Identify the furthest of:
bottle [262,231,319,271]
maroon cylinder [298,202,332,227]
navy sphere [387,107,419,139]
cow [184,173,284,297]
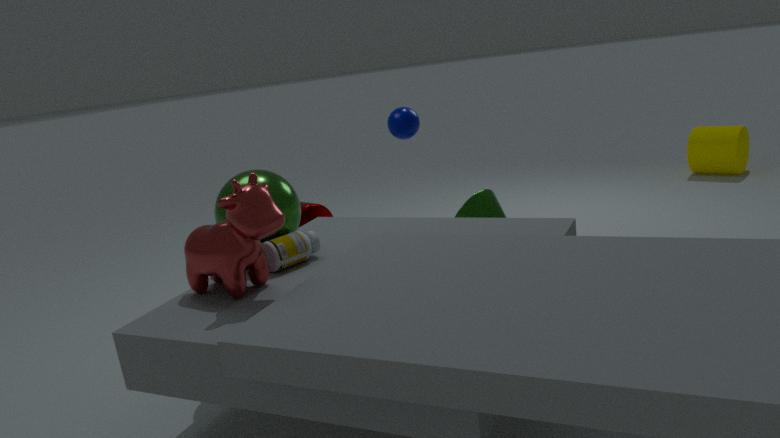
maroon cylinder [298,202,332,227]
